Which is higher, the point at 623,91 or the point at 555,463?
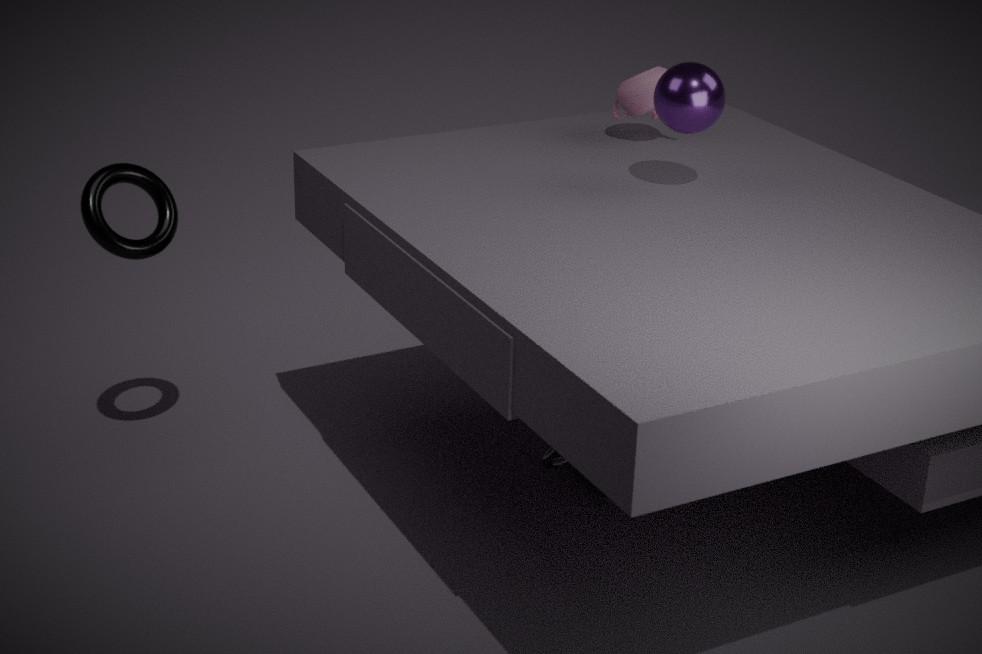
the point at 623,91
